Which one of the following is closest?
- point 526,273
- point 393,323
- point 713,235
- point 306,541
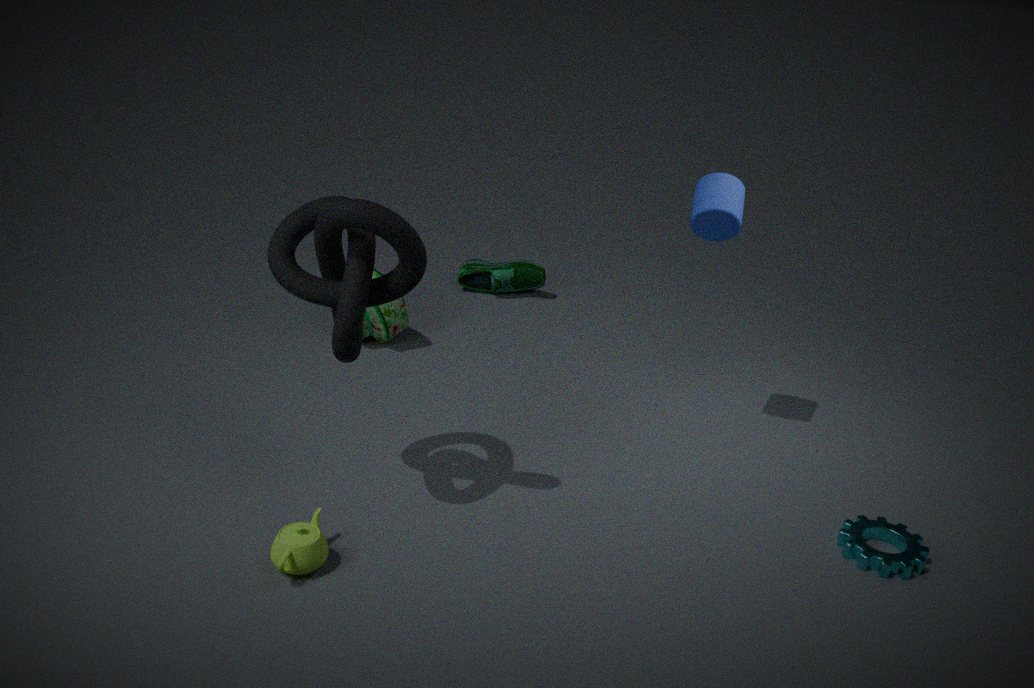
point 306,541
